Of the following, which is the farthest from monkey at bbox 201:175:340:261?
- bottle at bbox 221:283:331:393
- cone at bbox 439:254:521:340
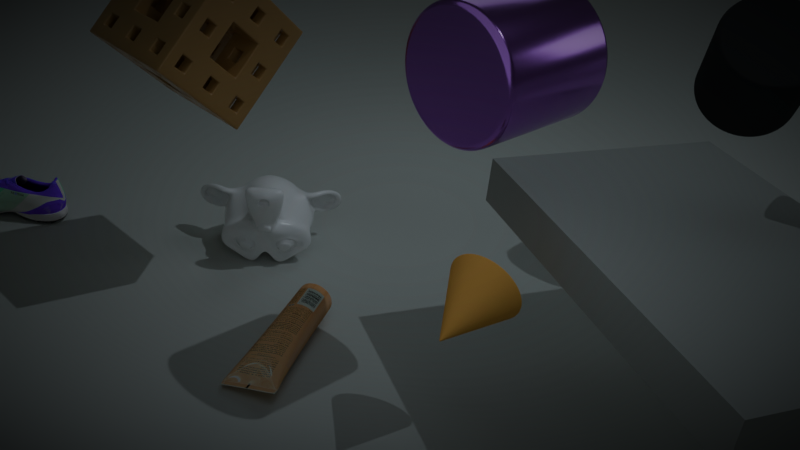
cone at bbox 439:254:521:340
